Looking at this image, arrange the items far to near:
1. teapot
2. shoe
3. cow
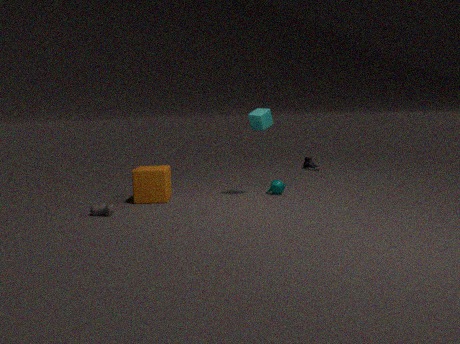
shoe → teapot → cow
